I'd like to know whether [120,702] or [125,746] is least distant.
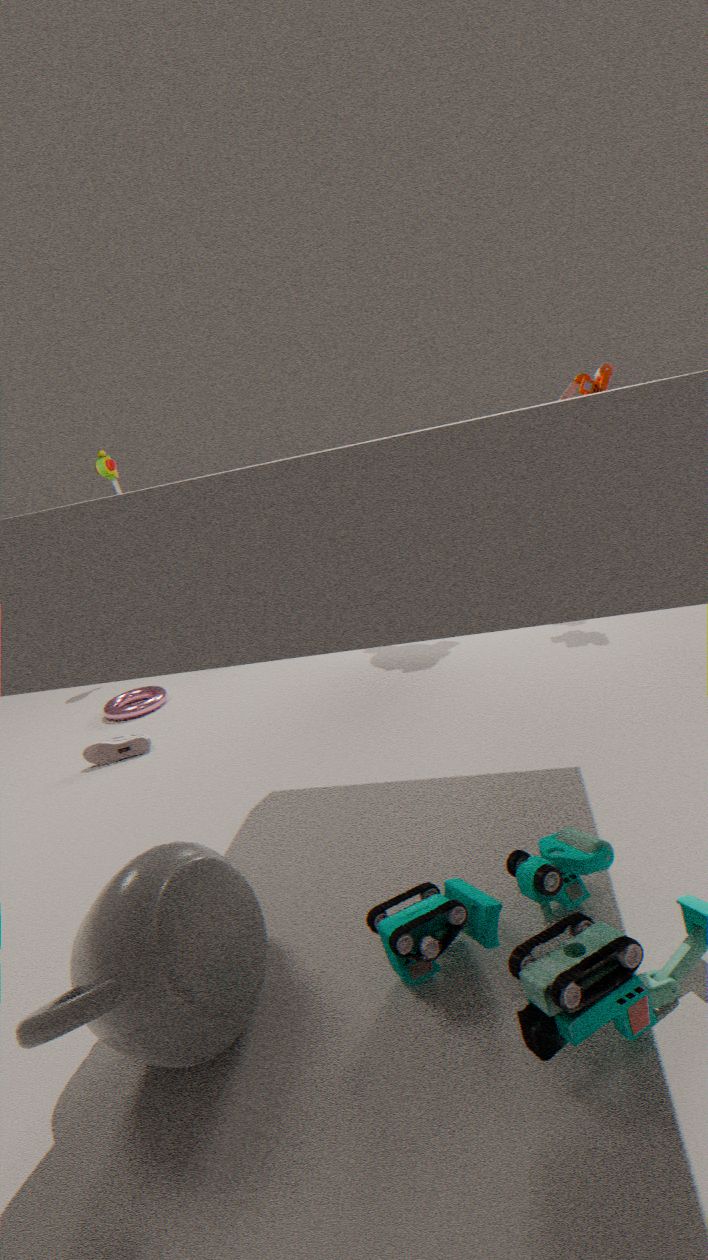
[125,746]
